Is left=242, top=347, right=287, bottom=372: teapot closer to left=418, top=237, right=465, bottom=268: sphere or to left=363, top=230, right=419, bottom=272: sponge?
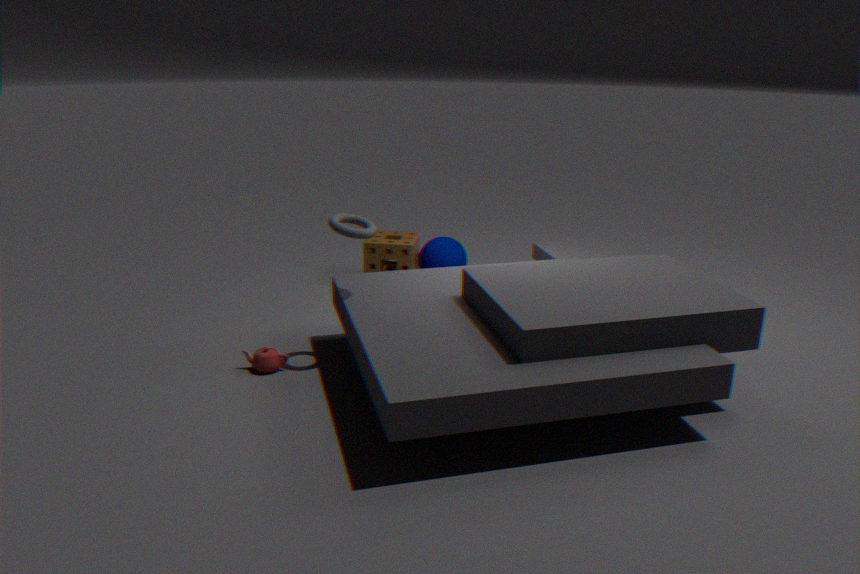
left=363, top=230, right=419, bottom=272: sponge
